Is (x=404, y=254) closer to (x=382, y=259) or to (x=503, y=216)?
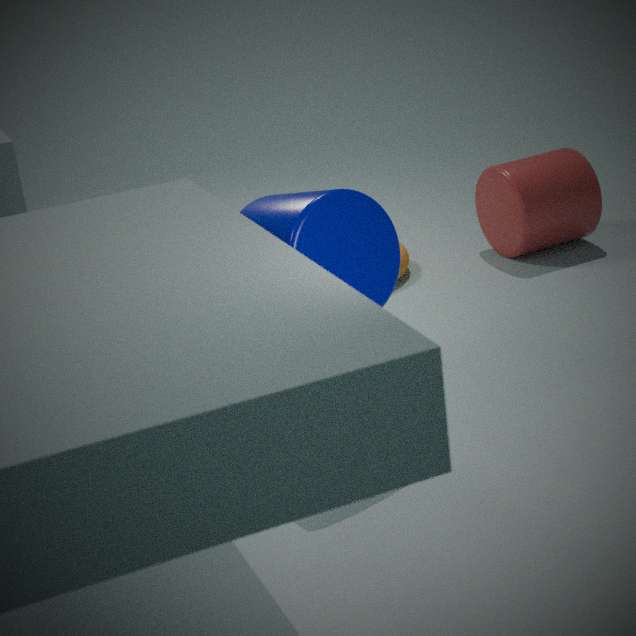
(x=503, y=216)
